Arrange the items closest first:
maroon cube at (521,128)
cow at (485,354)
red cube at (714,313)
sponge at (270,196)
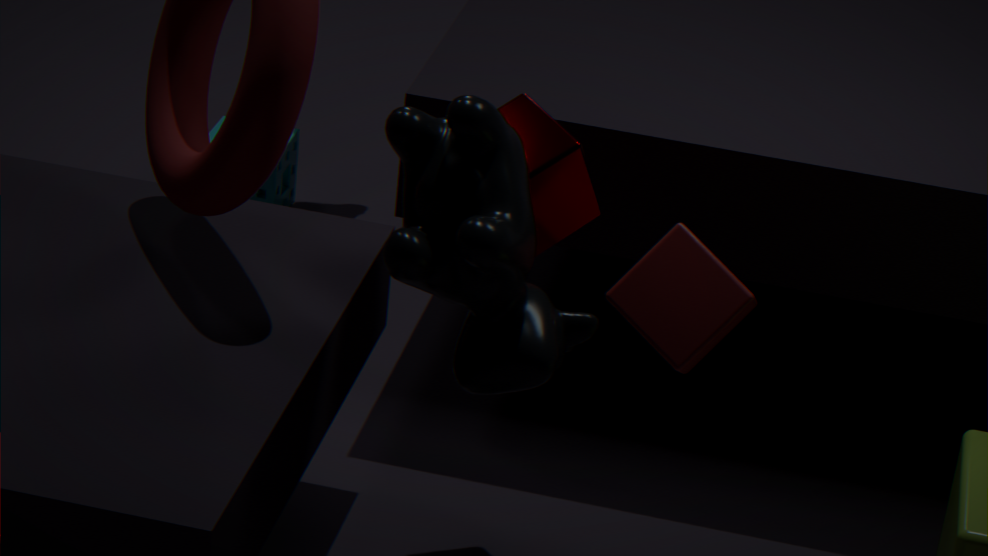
cow at (485,354), red cube at (714,313), maroon cube at (521,128), sponge at (270,196)
